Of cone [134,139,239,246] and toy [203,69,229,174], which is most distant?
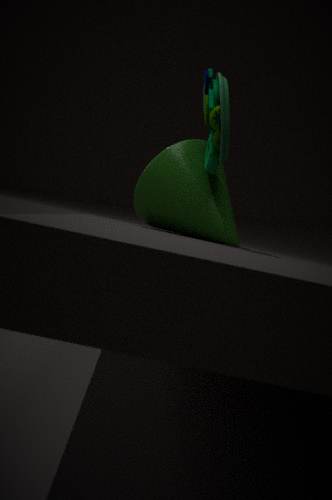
cone [134,139,239,246]
